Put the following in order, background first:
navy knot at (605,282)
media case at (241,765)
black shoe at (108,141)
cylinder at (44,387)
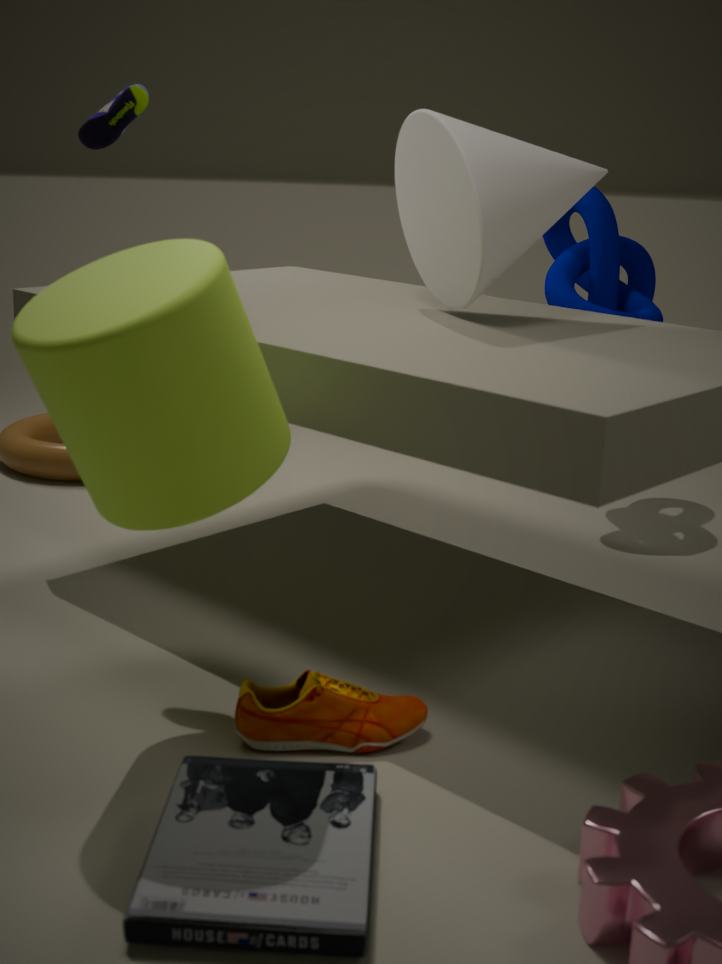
1. navy knot at (605,282)
2. black shoe at (108,141)
3. cylinder at (44,387)
4. media case at (241,765)
